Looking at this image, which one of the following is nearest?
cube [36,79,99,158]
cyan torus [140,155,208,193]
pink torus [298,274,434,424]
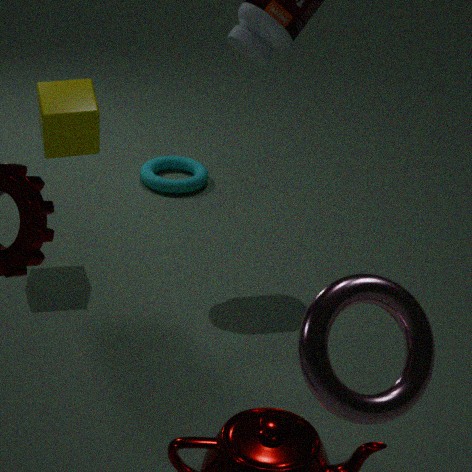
pink torus [298,274,434,424]
